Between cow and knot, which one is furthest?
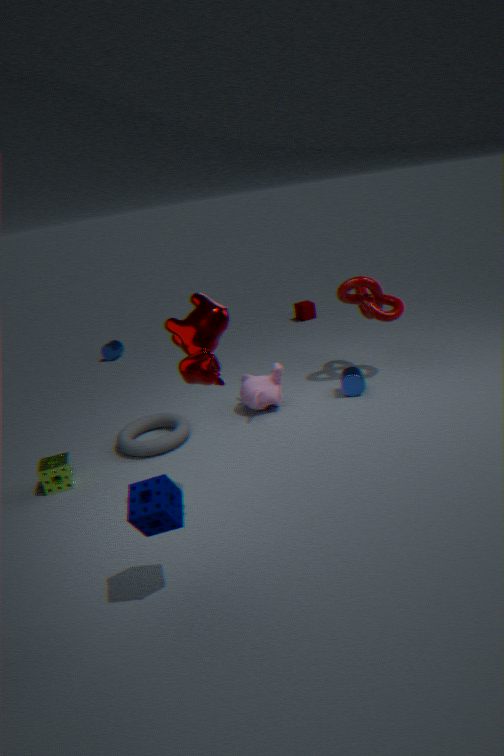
knot
